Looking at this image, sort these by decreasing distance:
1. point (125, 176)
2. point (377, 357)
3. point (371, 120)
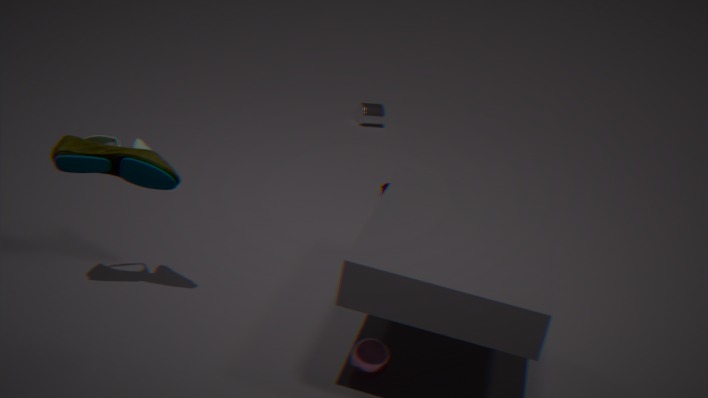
point (371, 120), point (125, 176), point (377, 357)
